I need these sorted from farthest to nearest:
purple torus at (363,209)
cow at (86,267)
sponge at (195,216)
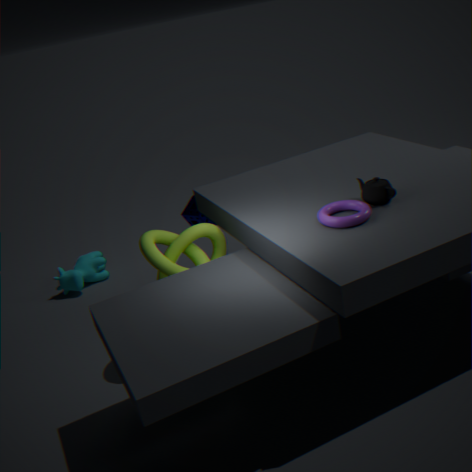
1. cow at (86,267)
2. sponge at (195,216)
3. purple torus at (363,209)
